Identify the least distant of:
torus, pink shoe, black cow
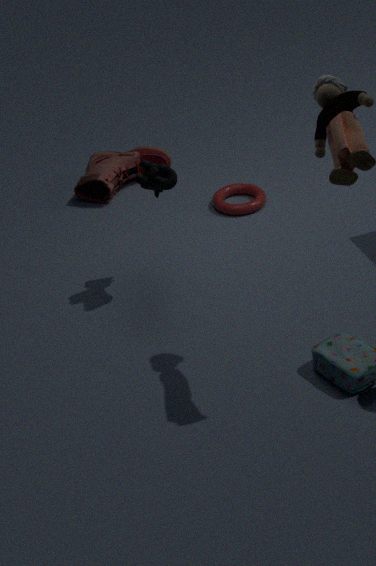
black cow
